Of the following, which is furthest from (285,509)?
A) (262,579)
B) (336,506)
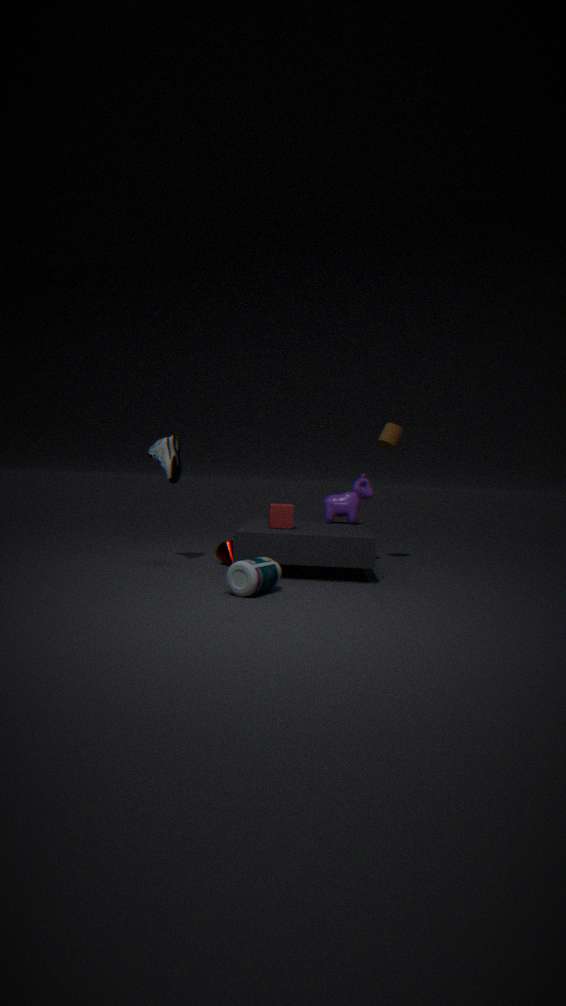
(262,579)
